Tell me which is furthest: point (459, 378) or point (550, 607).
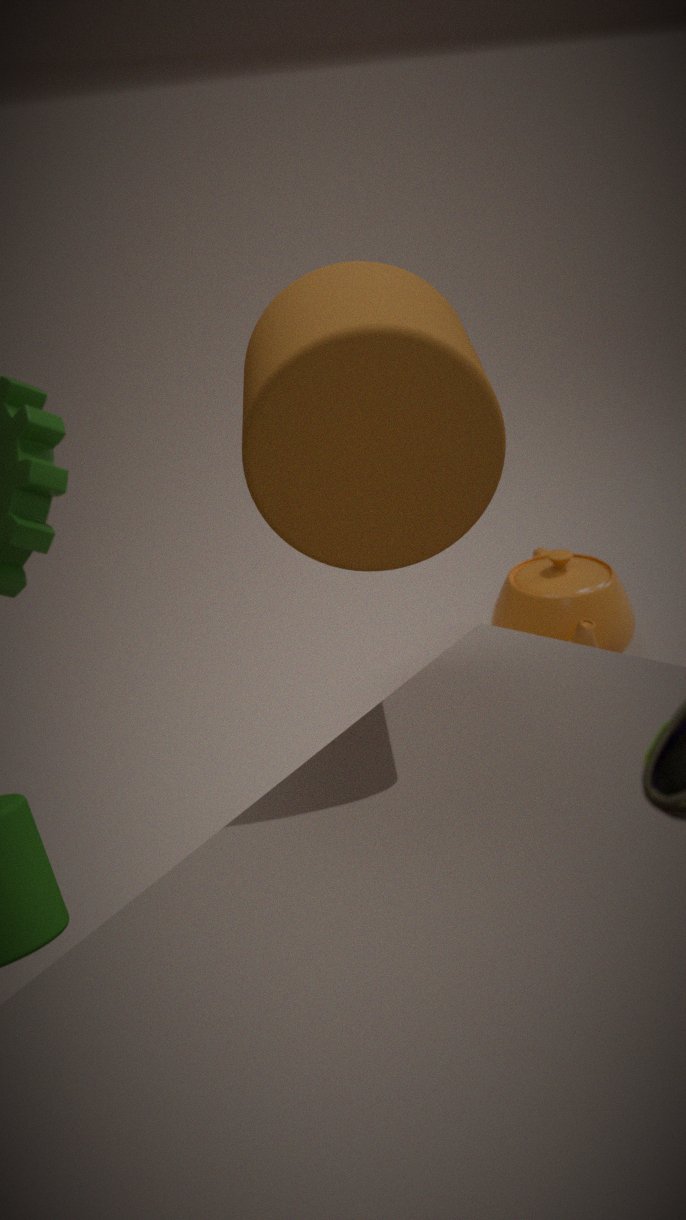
point (550, 607)
